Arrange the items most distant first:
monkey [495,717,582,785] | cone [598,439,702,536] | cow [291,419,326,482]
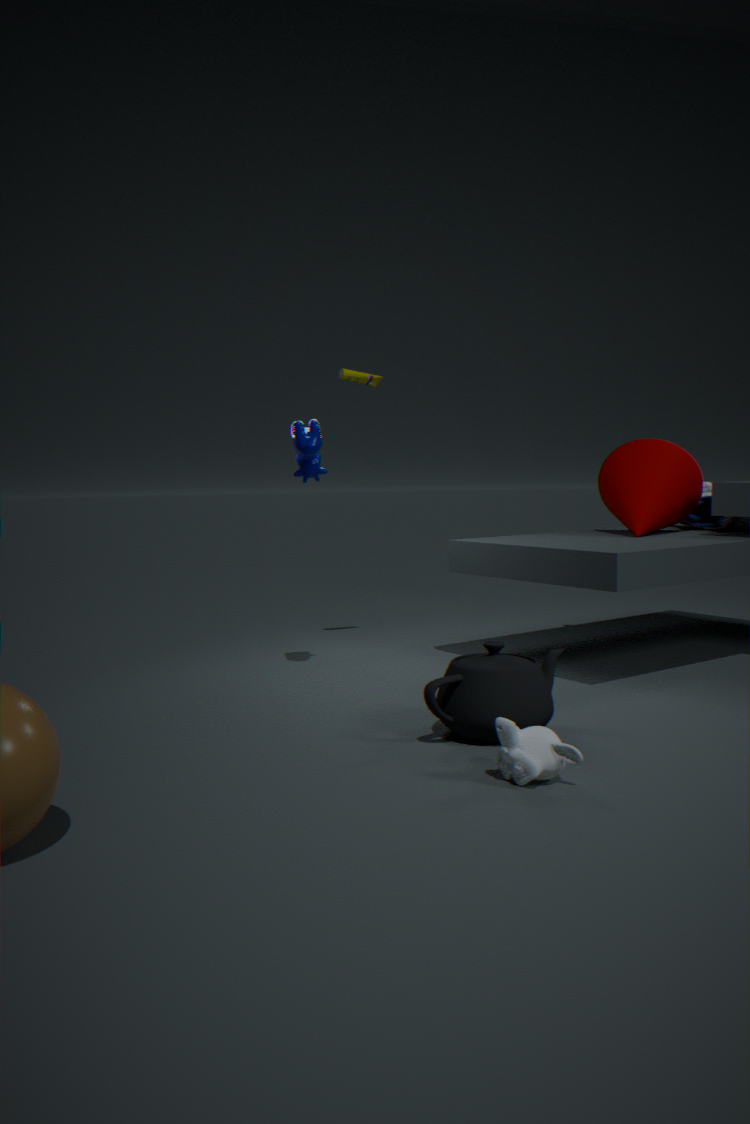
cone [598,439,702,536], cow [291,419,326,482], monkey [495,717,582,785]
